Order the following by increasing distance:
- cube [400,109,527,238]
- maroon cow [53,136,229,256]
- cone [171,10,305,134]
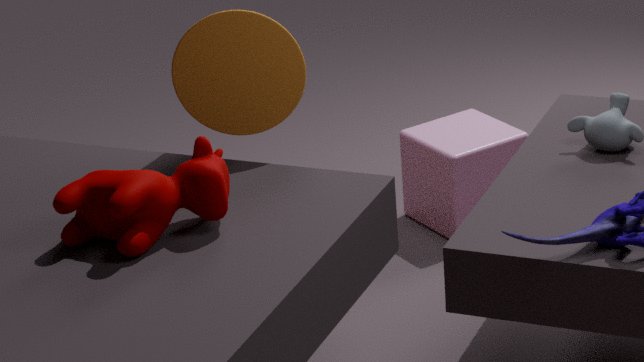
maroon cow [53,136,229,256], cone [171,10,305,134], cube [400,109,527,238]
